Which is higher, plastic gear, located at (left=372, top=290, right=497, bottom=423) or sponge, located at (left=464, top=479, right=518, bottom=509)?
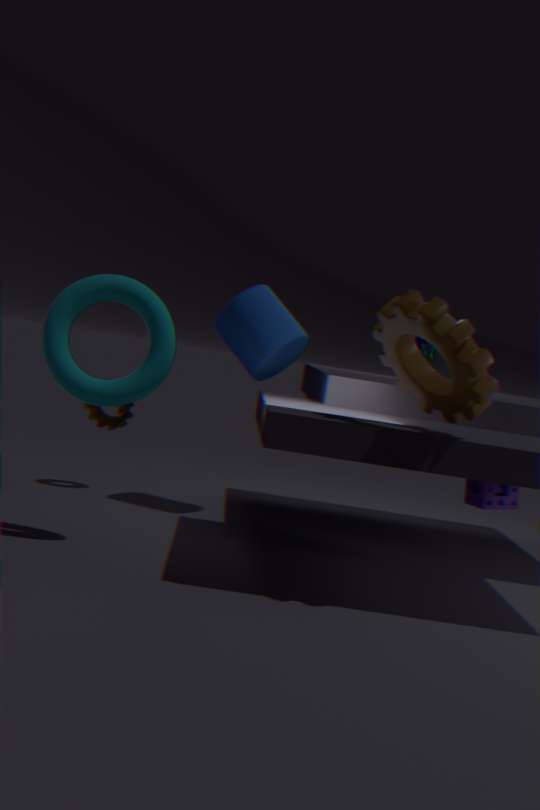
plastic gear, located at (left=372, top=290, right=497, bottom=423)
